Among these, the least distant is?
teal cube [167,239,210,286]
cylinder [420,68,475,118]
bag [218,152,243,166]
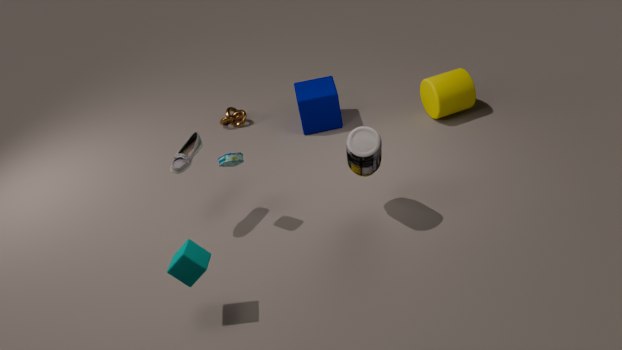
teal cube [167,239,210,286]
